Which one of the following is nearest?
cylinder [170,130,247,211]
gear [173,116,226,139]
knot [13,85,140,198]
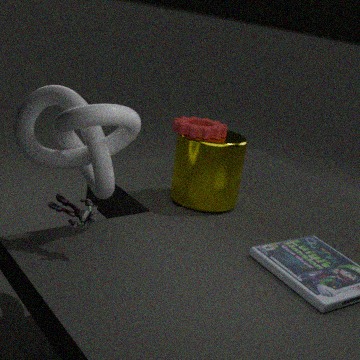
knot [13,85,140,198]
